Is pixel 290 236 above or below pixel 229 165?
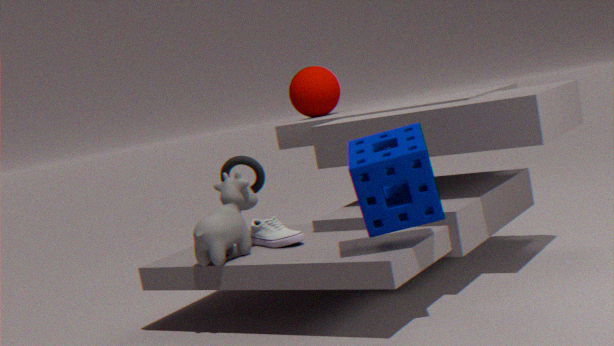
below
